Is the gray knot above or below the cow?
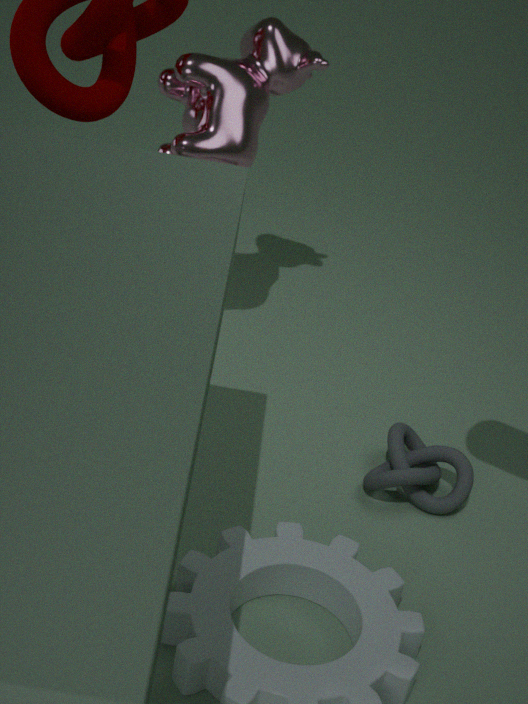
below
